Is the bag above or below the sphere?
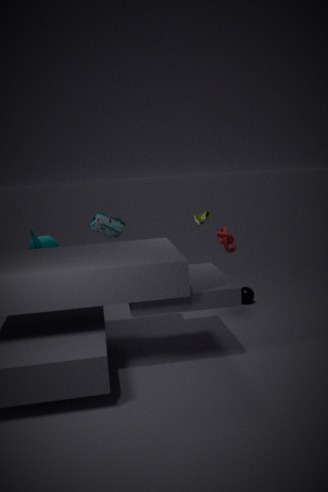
above
